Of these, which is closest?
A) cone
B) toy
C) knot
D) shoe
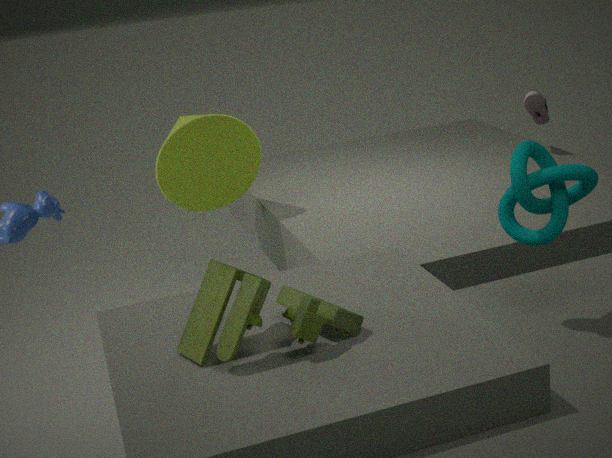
toy
